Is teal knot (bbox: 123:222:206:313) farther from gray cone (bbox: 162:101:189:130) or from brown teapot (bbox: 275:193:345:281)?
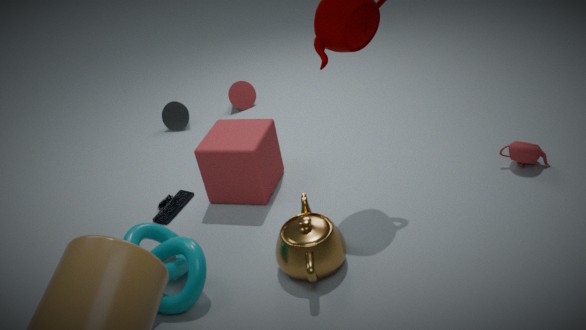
gray cone (bbox: 162:101:189:130)
